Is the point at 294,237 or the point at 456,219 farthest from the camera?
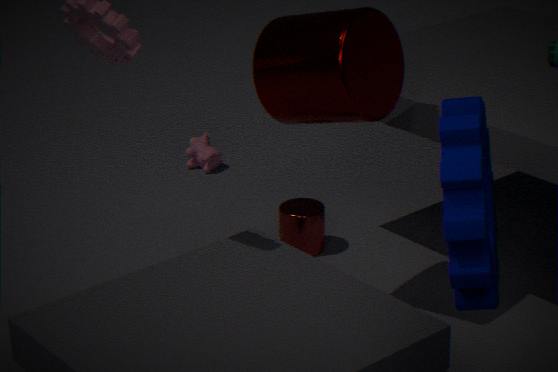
the point at 294,237
